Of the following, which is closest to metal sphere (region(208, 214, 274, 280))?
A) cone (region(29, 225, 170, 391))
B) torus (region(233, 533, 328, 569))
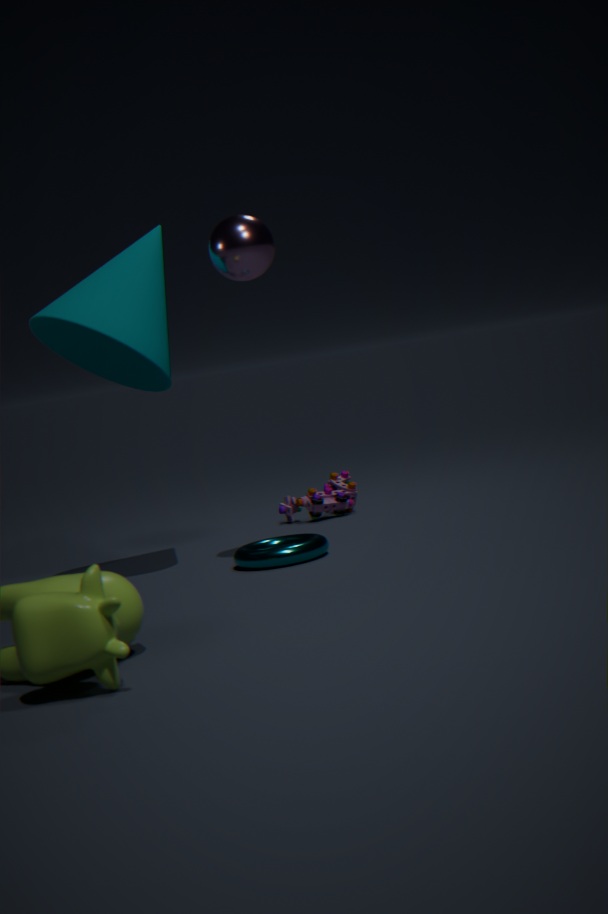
cone (region(29, 225, 170, 391))
